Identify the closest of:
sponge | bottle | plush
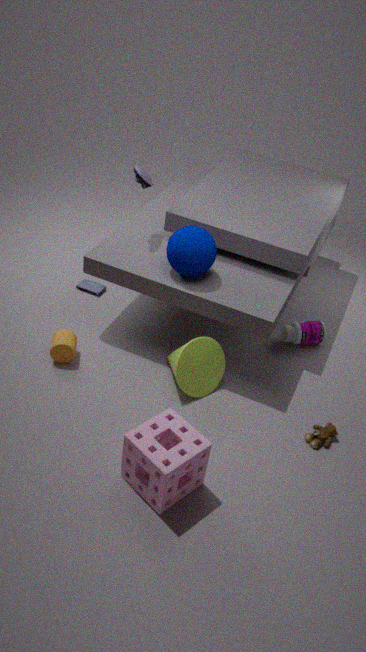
sponge
